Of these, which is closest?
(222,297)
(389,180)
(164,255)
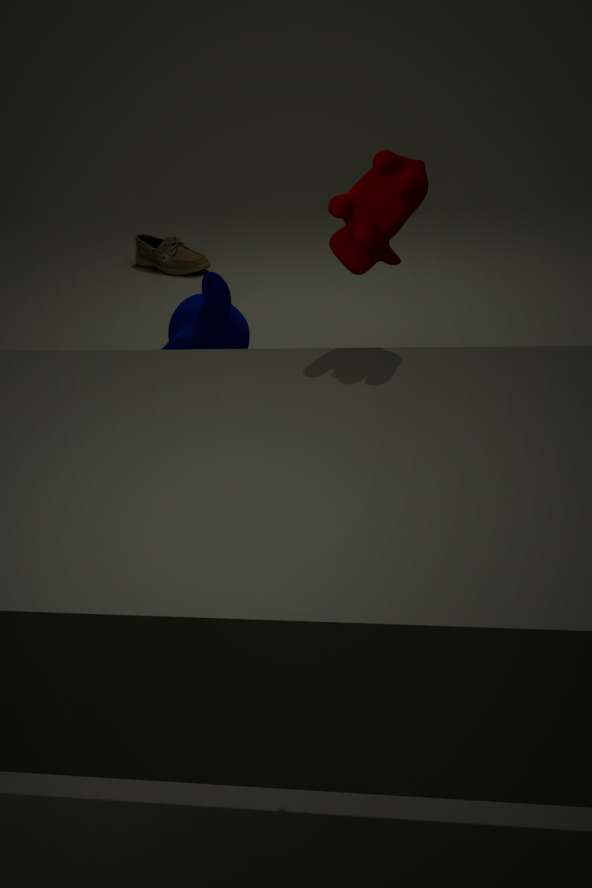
(389,180)
